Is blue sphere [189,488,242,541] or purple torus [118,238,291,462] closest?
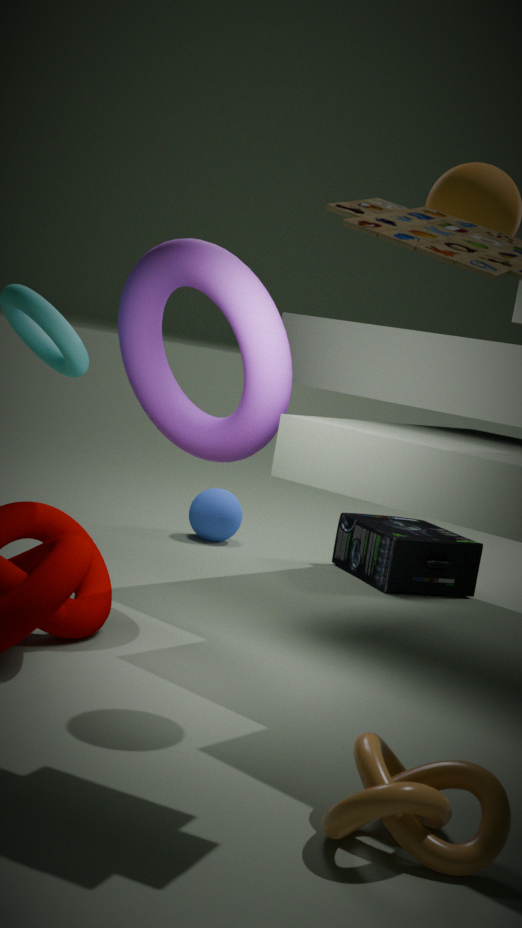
purple torus [118,238,291,462]
